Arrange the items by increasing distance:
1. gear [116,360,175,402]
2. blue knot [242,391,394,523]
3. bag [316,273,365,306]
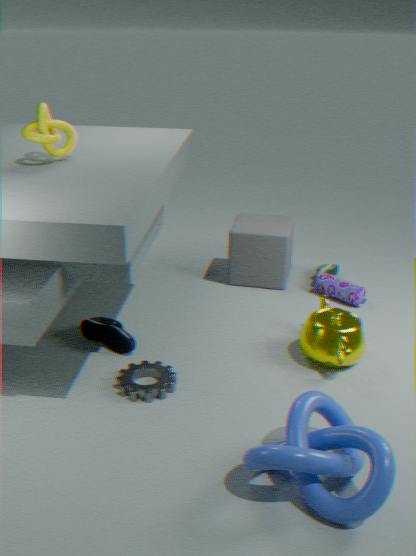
blue knot [242,391,394,523]
gear [116,360,175,402]
bag [316,273,365,306]
